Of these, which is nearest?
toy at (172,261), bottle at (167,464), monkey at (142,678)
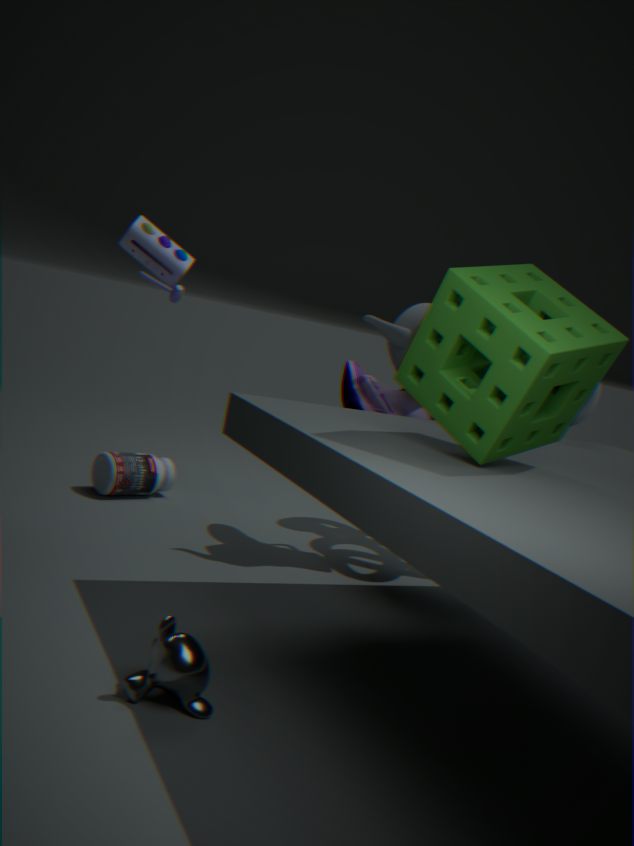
monkey at (142,678)
